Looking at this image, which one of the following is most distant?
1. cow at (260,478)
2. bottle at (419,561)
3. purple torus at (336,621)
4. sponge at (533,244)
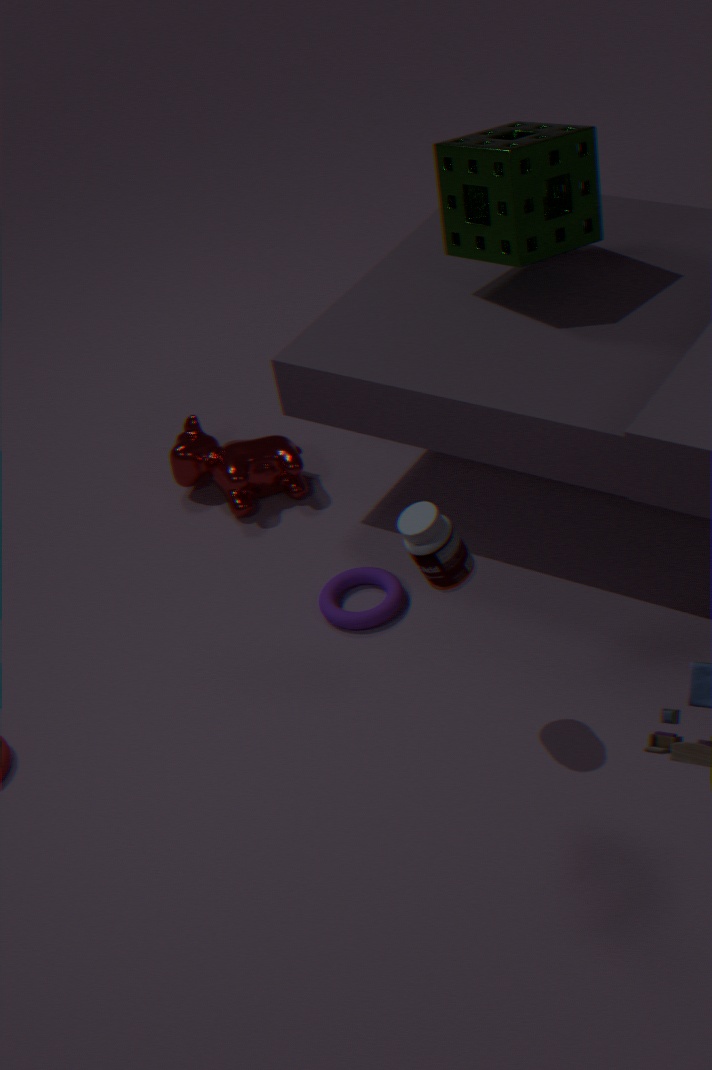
cow at (260,478)
